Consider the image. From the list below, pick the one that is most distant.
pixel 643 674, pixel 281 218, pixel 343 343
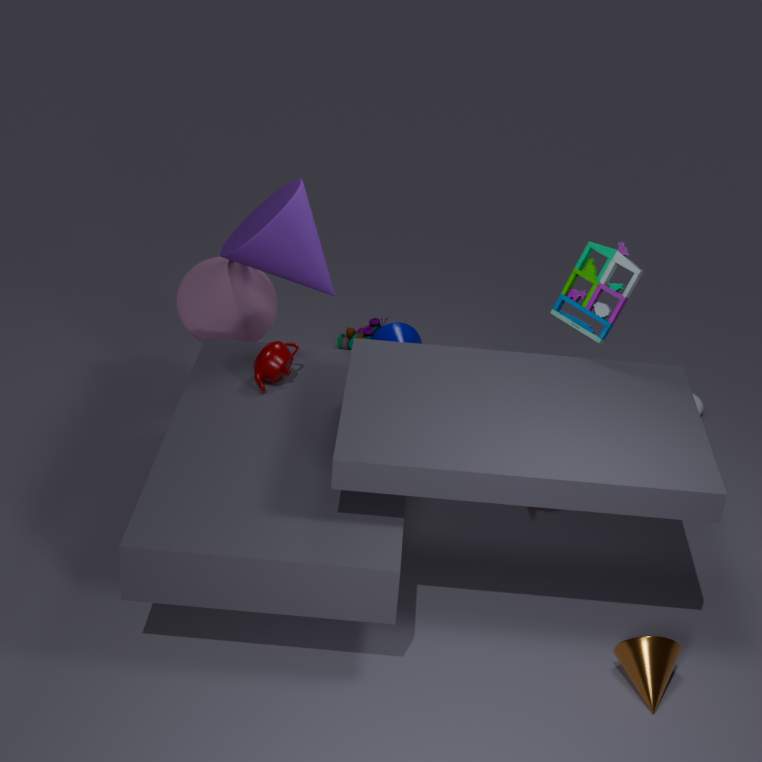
pixel 343 343
